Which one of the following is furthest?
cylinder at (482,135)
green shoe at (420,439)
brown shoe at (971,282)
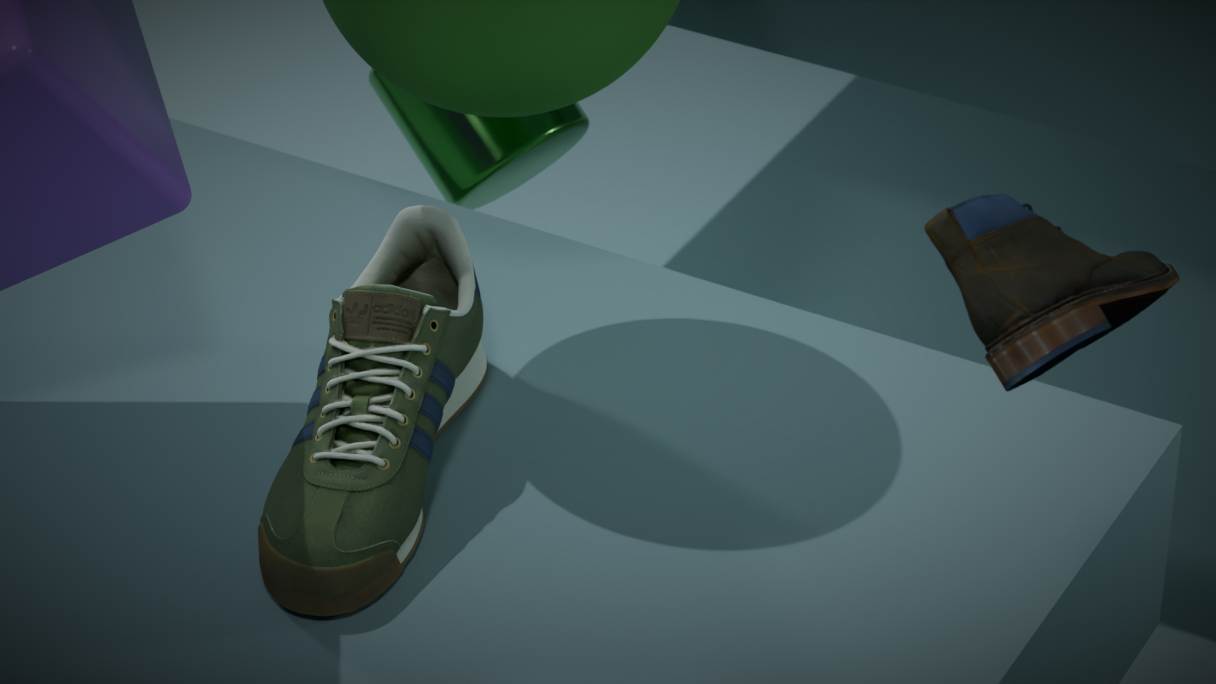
cylinder at (482,135)
